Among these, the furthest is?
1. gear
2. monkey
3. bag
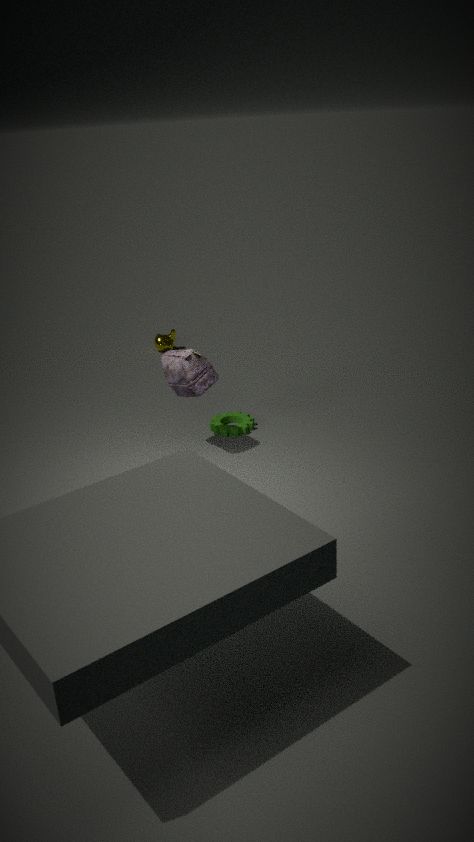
monkey
